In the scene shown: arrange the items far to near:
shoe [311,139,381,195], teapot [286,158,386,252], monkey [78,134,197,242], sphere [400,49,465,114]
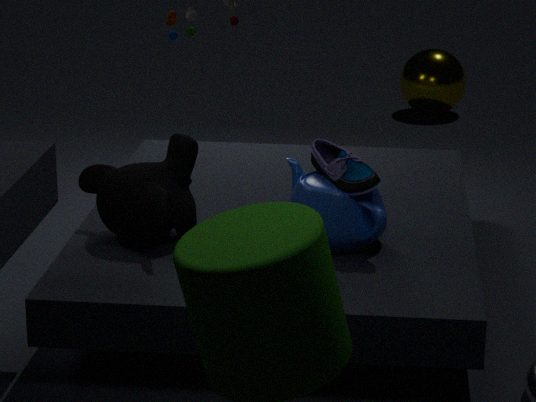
sphere [400,49,465,114] < monkey [78,134,197,242] < teapot [286,158,386,252] < shoe [311,139,381,195]
